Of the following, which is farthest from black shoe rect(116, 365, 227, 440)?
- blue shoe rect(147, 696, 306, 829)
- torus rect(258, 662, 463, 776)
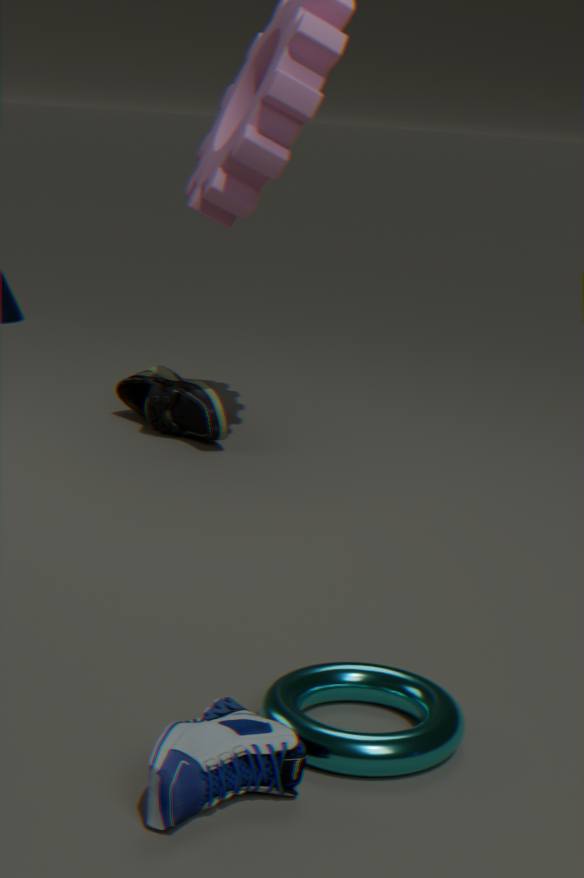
blue shoe rect(147, 696, 306, 829)
